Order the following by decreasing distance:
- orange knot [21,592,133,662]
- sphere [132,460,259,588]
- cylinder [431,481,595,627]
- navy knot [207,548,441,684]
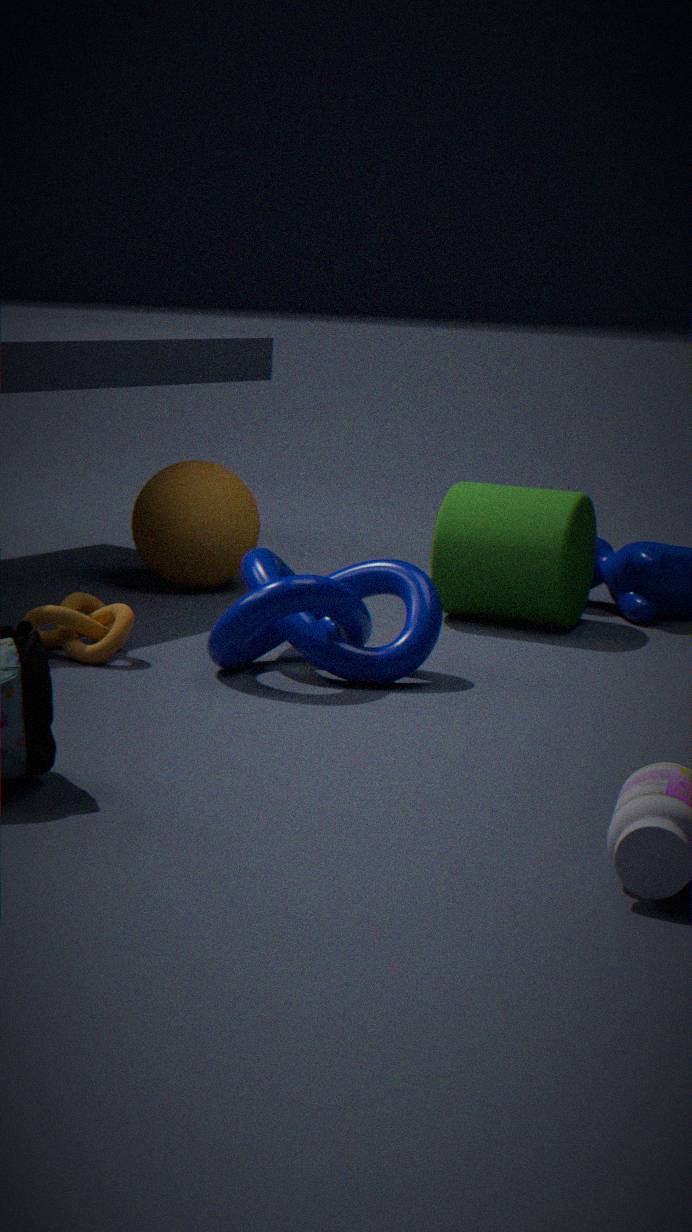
sphere [132,460,259,588], cylinder [431,481,595,627], orange knot [21,592,133,662], navy knot [207,548,441,684]
